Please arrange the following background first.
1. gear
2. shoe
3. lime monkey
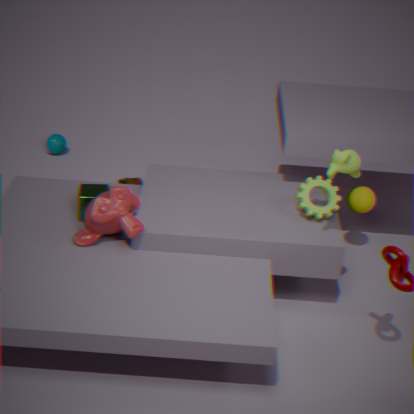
1. shoe
2. gear
3. lime monkey
